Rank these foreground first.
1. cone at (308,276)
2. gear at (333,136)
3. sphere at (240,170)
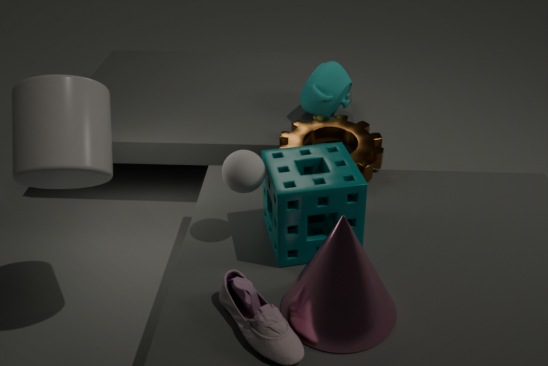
1. cone at (308,276)
2. sphere at (240,170)
3. gear at (333,136)
